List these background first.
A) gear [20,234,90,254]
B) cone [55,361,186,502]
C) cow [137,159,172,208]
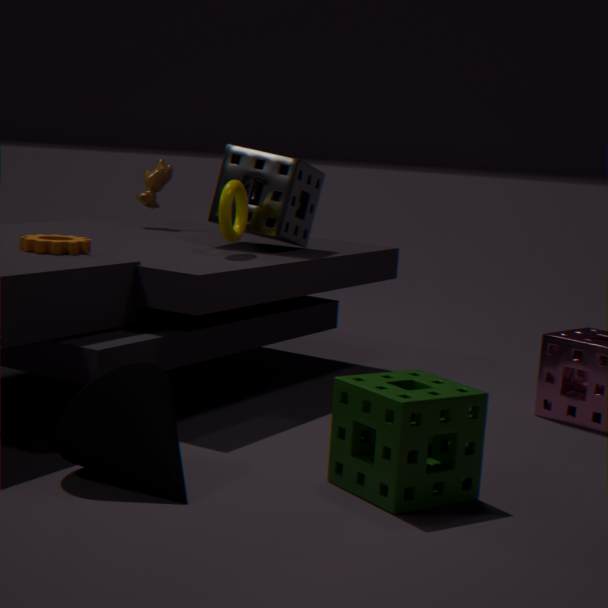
cow [137,159,172,208]
gear [20,234,90,254]
cone [55,361,186,502]
